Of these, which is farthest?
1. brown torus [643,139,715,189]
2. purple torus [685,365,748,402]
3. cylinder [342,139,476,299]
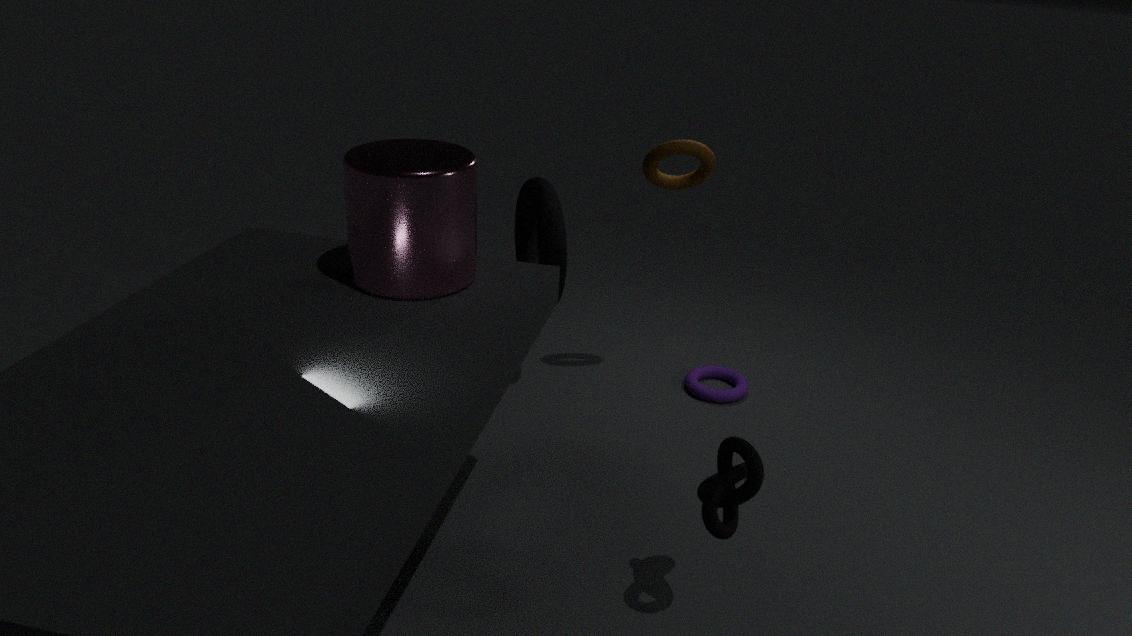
purple torus [685,365,748,402]
